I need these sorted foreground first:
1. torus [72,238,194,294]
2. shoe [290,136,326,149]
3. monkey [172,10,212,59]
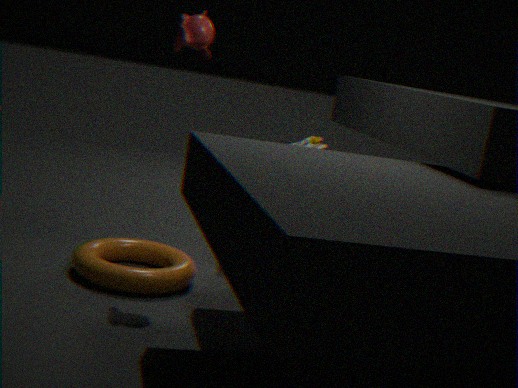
torus [72,238,194,294], monkey [172,10,212,59], shoe [290,136,326,149]
